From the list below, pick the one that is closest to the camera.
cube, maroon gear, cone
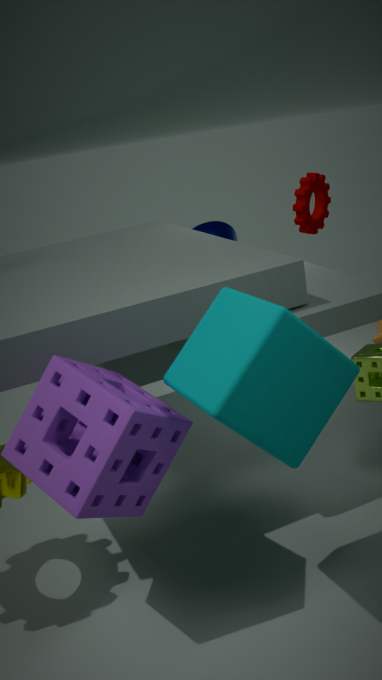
cube
